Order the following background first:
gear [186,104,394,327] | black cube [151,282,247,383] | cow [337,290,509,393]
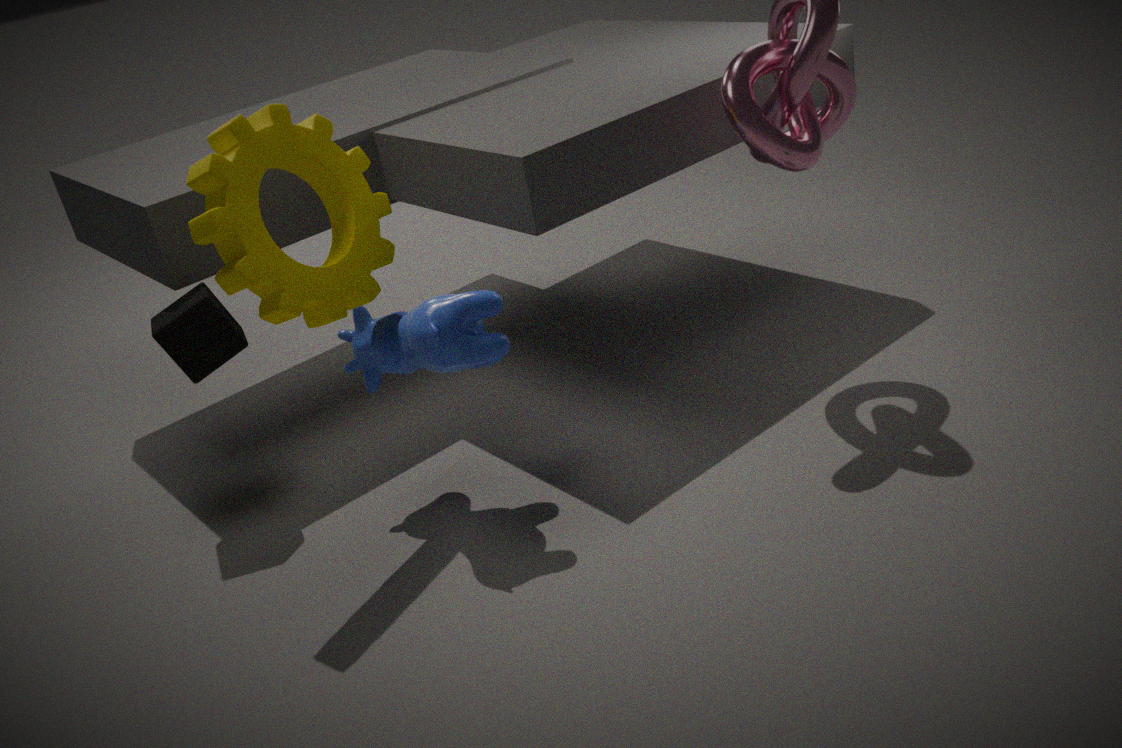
black cube [151,282,247,383], cow [337,290,509,393], gear [186,104,394,327]
